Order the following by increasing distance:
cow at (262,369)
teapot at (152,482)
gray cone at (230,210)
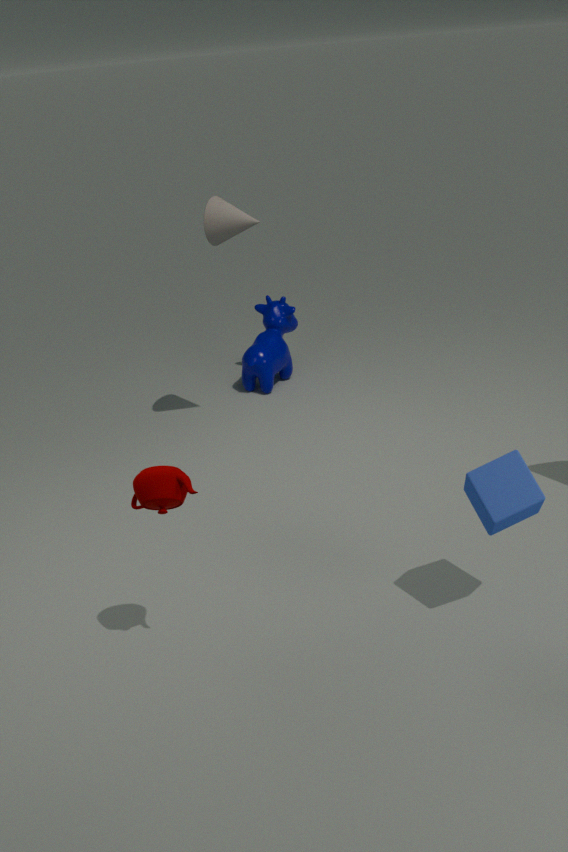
teapot at (152,482)
gray cone at (230,210)
cow at (262,369)
